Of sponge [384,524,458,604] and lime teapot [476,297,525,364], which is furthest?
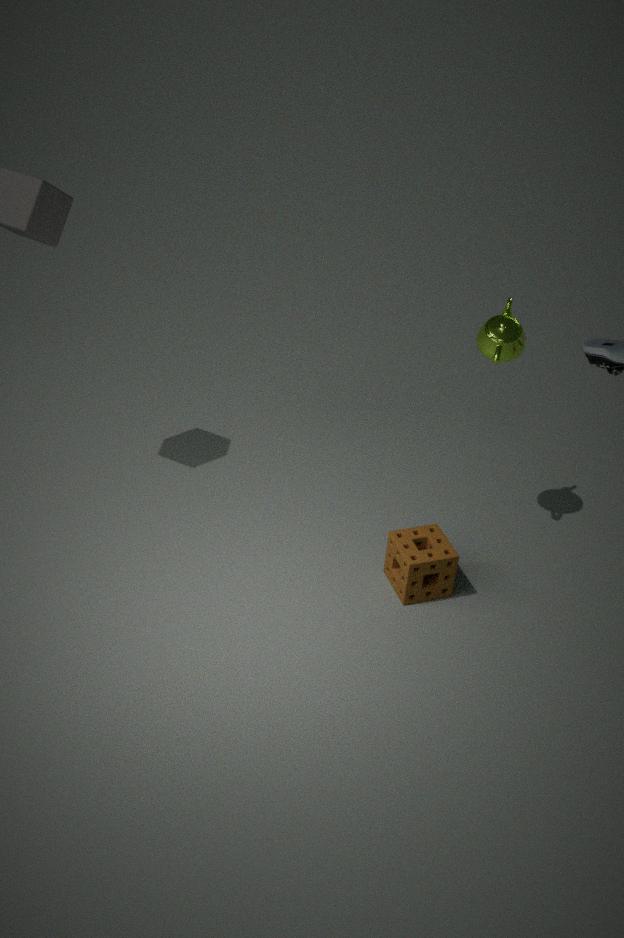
lime teapot [476,297,525,364]
